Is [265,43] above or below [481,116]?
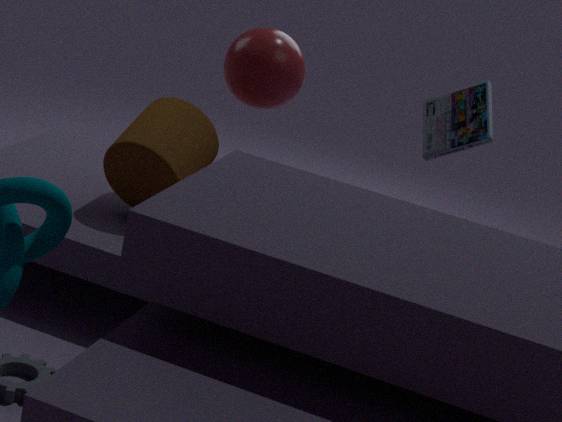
A: below
